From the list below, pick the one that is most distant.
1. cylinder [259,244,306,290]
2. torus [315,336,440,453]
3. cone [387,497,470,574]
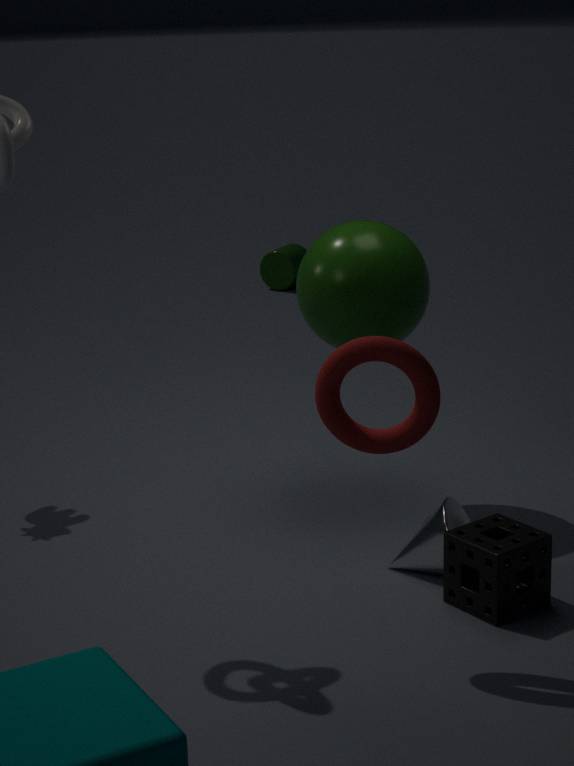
cylinder [259,244,306,290]
